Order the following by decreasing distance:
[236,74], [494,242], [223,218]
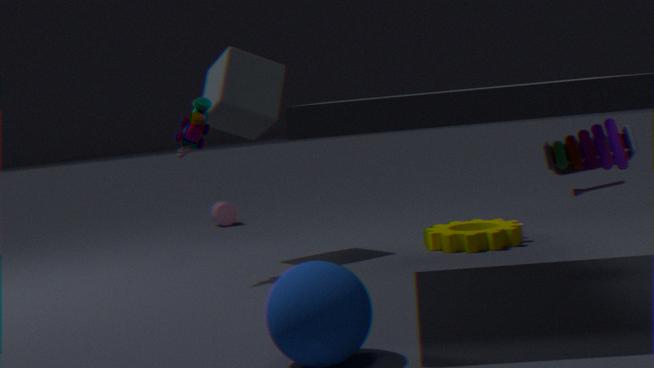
1. [223,218]
2. [236,74]
3. [494,242]
